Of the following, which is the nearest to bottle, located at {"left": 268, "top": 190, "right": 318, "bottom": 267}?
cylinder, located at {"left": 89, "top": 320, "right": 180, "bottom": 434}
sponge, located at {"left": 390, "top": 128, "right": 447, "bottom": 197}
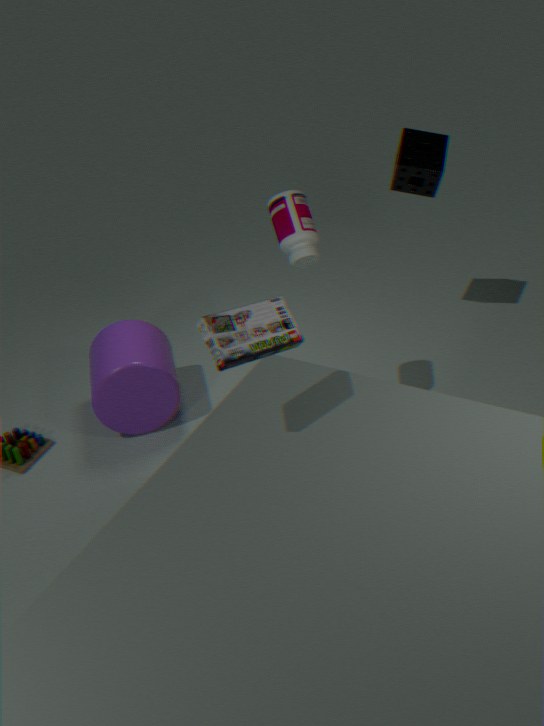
sponge, located at {"left": 390, "top": 128, "right": 447, "bottom": 197}
